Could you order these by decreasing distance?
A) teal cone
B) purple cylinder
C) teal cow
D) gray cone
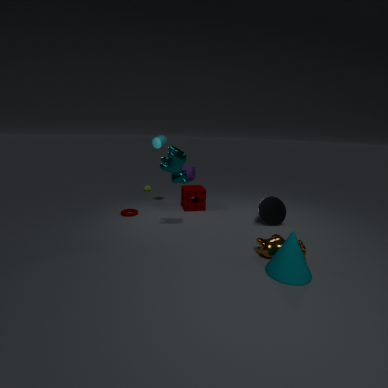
purple cylinder → gray cone → teal cow → teal cone
